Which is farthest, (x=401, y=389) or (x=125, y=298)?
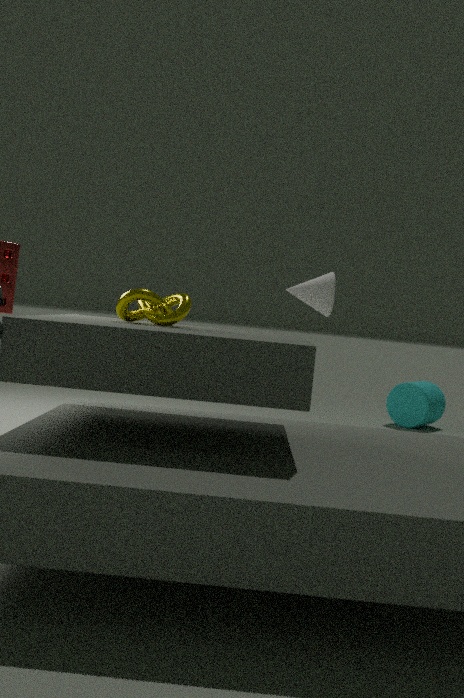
(x=401, y=389)
